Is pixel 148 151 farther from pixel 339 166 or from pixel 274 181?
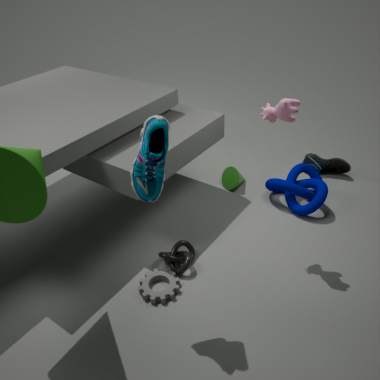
pixel 339 166
